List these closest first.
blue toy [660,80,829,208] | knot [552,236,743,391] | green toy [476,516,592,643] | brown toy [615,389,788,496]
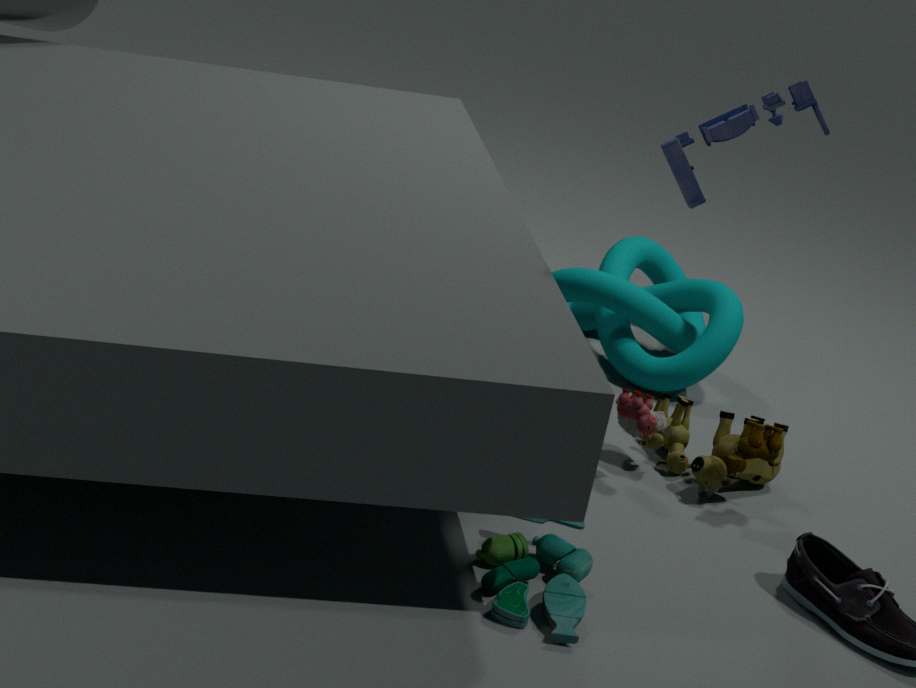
green toy [476,516,592,643] < blue toy [660,80,829,208] < brown toy [615,389,788,496] < knot [552,236,743,391]
